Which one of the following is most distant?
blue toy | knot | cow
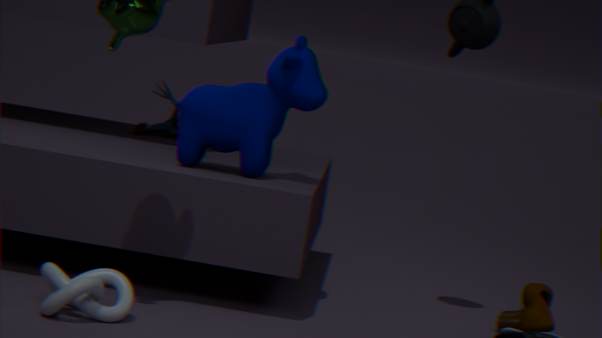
blue toy
